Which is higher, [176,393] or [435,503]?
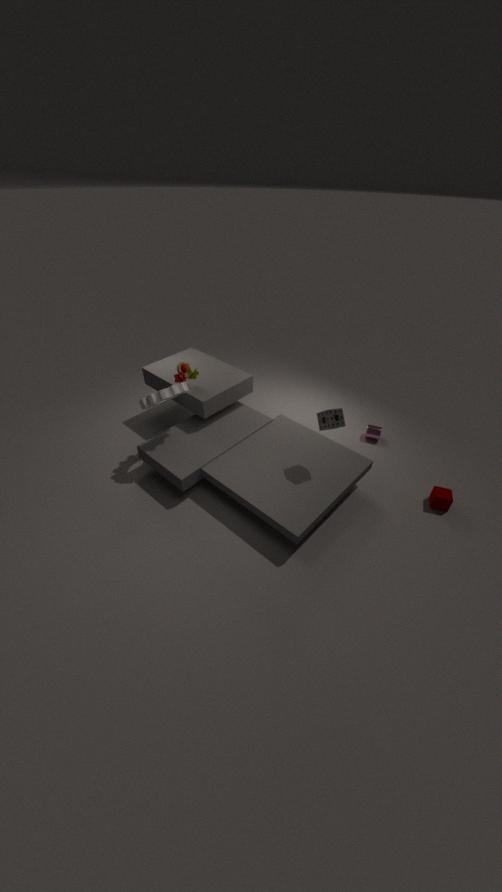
[176,393]
